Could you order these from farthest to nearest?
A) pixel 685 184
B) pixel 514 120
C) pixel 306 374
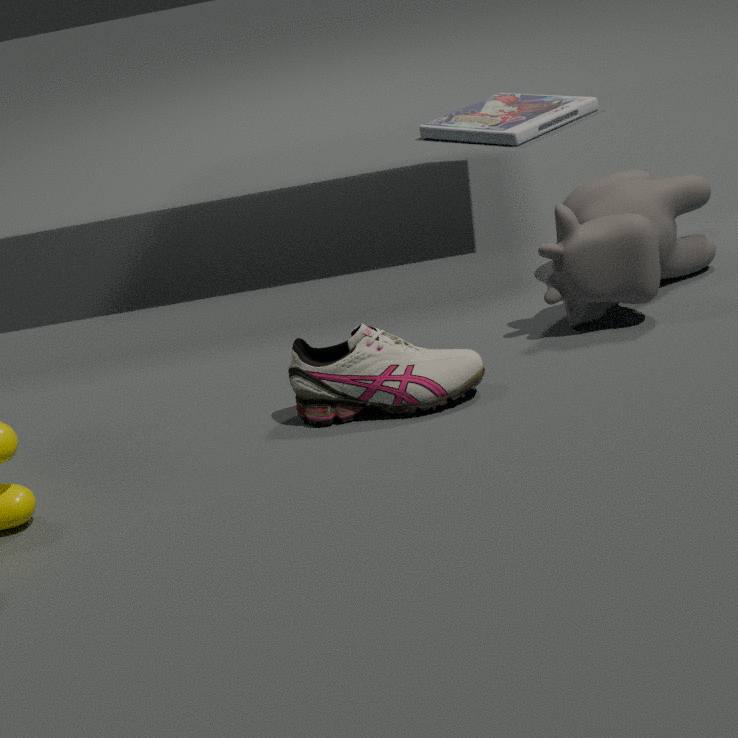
pixel 514 120
pixel 685 184
pixel 306 374
